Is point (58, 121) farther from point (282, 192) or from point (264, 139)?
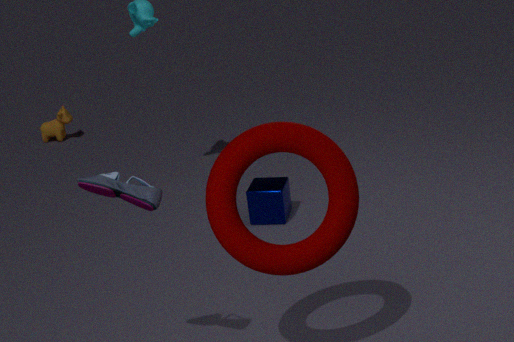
point (264, 139)
